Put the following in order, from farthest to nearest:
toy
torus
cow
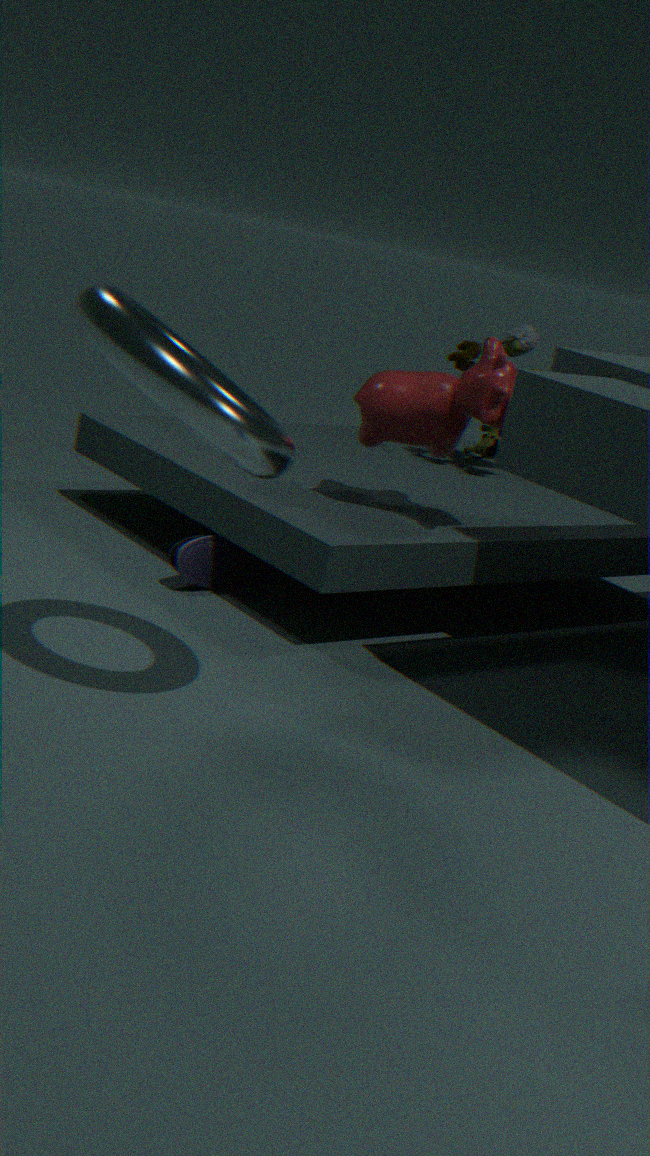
toy → cow → torus
